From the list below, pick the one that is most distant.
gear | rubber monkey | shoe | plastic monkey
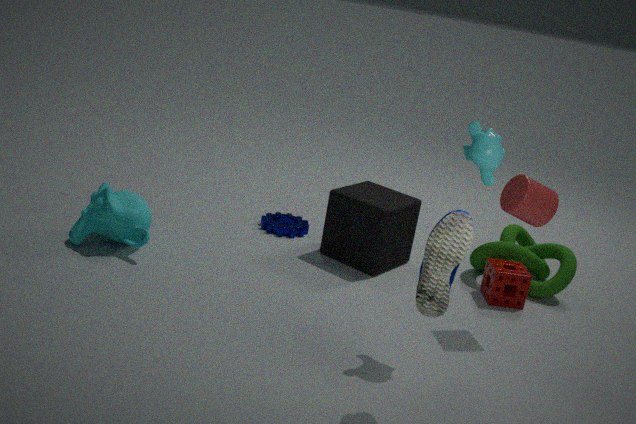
gear
